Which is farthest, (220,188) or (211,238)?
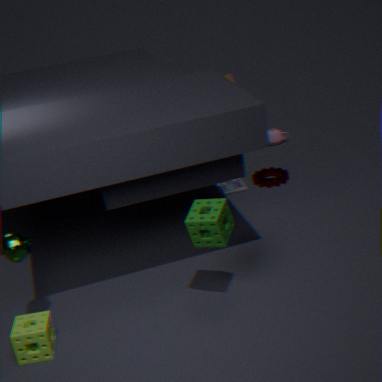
(220,188)
